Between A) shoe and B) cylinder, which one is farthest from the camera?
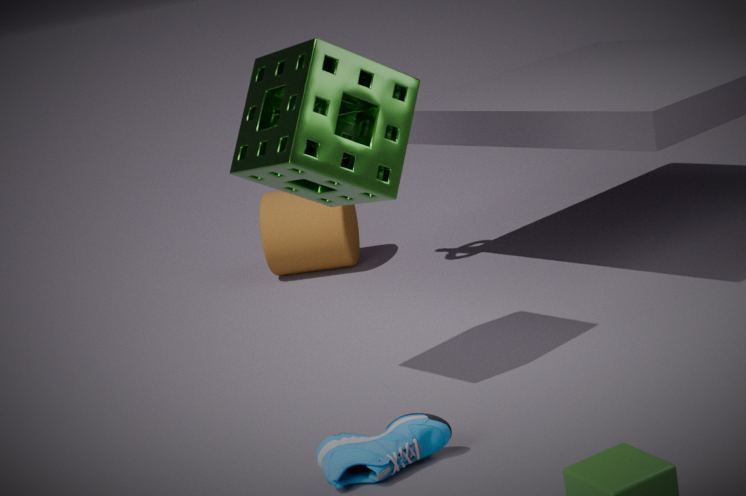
B. cylinder
